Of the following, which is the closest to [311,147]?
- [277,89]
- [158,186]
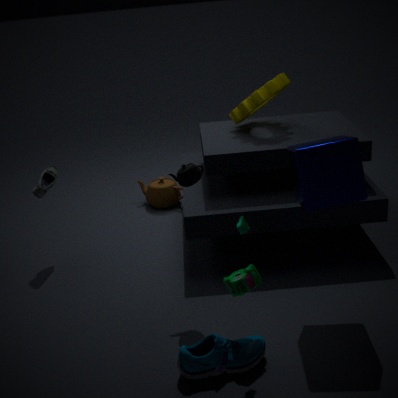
[277,89]
